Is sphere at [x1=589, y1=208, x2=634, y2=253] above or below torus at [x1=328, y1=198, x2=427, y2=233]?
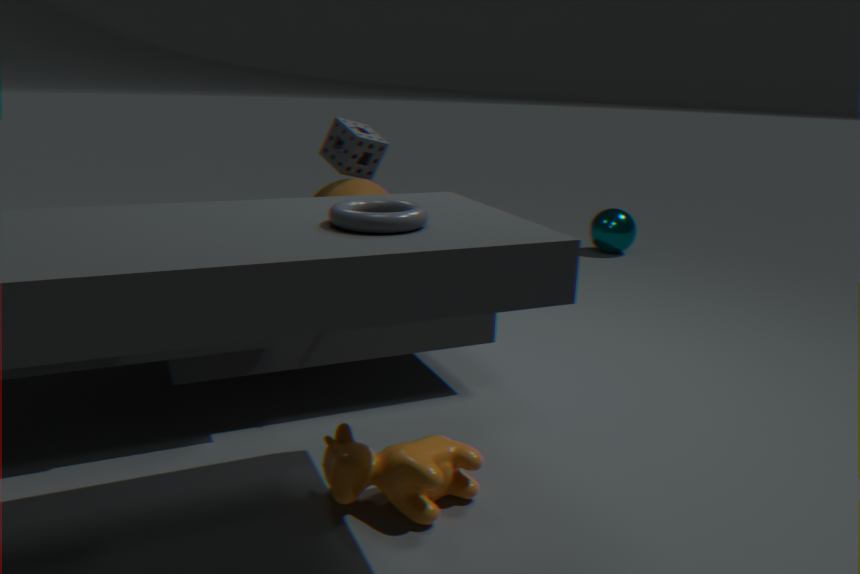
below
